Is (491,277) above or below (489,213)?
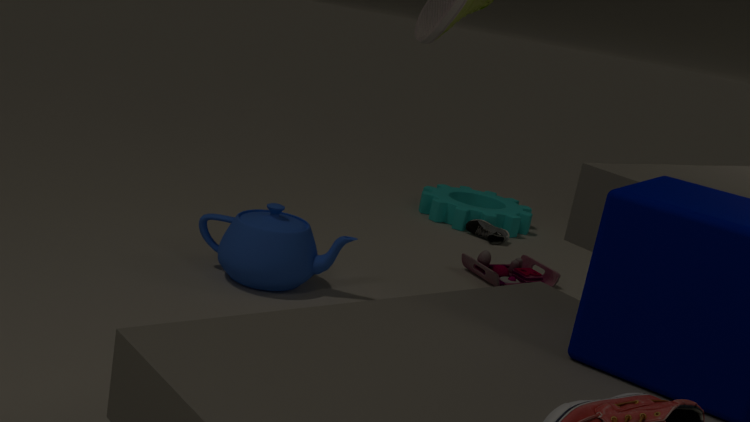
below
